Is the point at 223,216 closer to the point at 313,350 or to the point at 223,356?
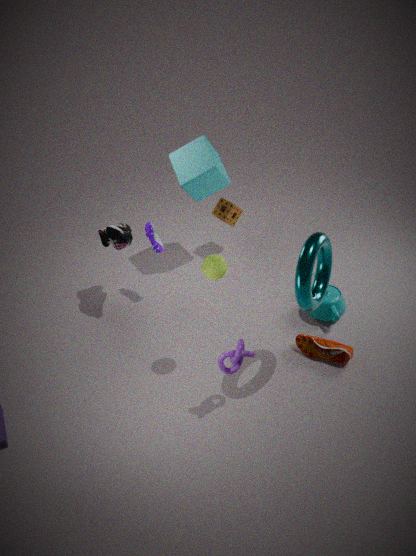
the point at 313,350
